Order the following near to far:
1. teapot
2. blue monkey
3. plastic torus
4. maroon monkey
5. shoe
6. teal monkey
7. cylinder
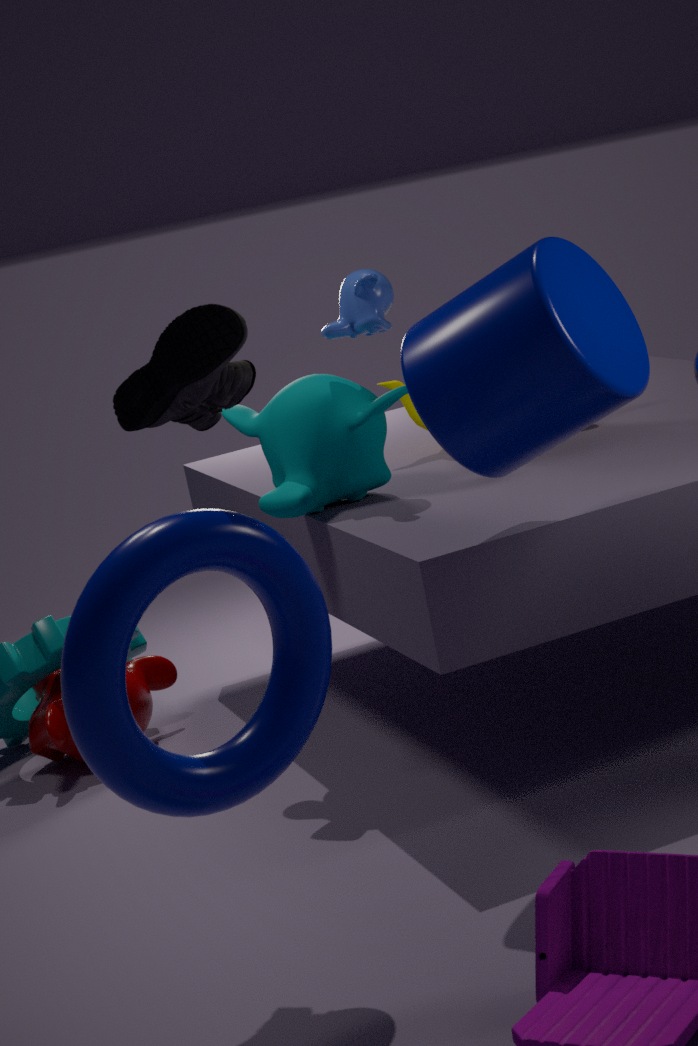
plastic torus, shoe, cylinder, teal monkey, blue monkey, maroon monkey, teapot
